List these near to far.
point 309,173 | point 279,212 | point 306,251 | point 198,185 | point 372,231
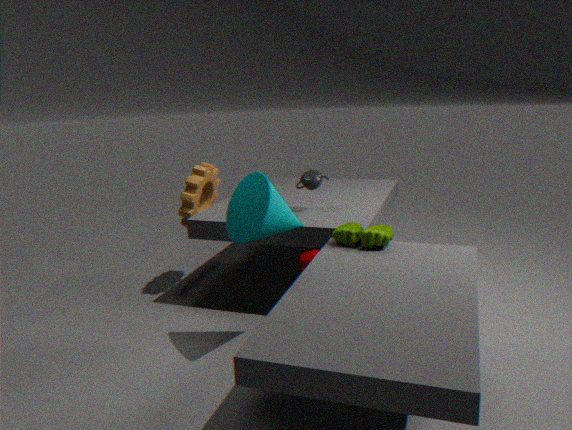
point 279,212 → point 372,231 → point 306,251 → point 309,173 → point 198,185
